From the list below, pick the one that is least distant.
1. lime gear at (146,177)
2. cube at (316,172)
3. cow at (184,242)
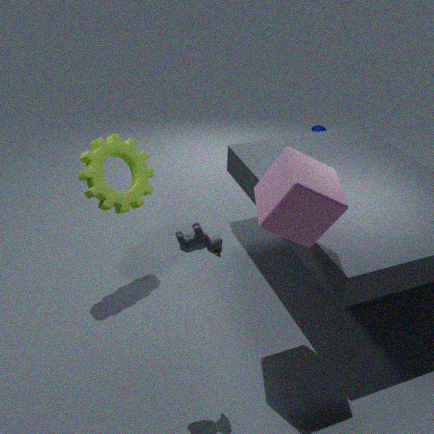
cow at (184,242)
